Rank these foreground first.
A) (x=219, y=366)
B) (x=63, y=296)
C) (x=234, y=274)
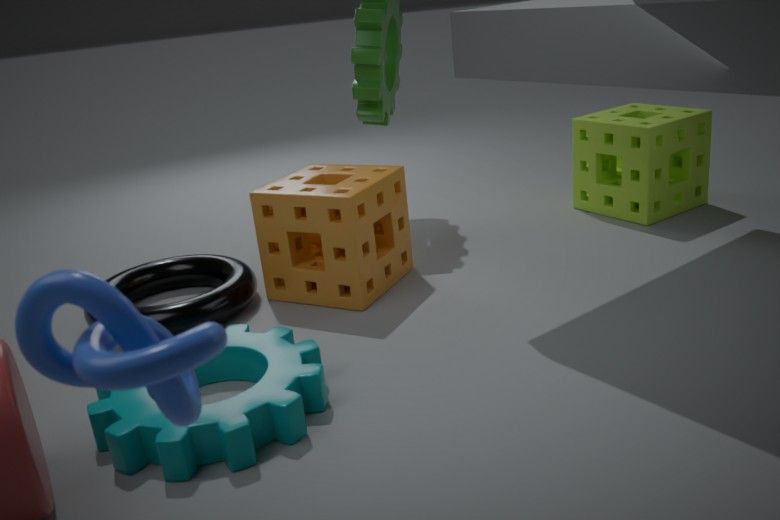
(x=63, y=296)
(x=219, y=366)
(x=234, y=274)
